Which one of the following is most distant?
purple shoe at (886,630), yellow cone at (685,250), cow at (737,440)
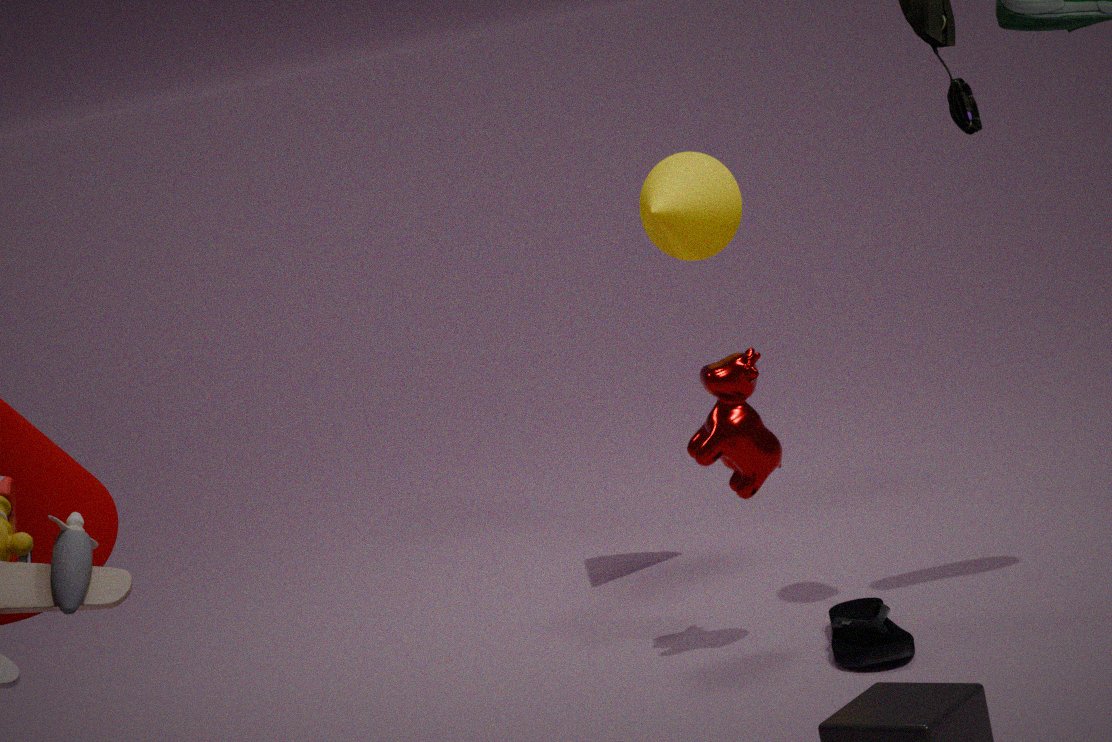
yellow cone at (685,250)
